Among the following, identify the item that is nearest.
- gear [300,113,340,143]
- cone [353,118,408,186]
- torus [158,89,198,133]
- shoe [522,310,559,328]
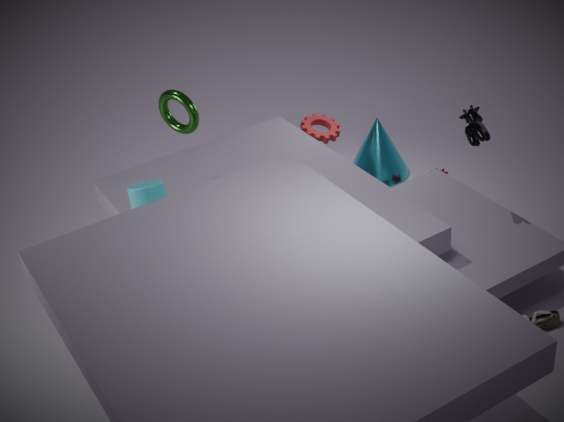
shoe [522,310,559,328]
